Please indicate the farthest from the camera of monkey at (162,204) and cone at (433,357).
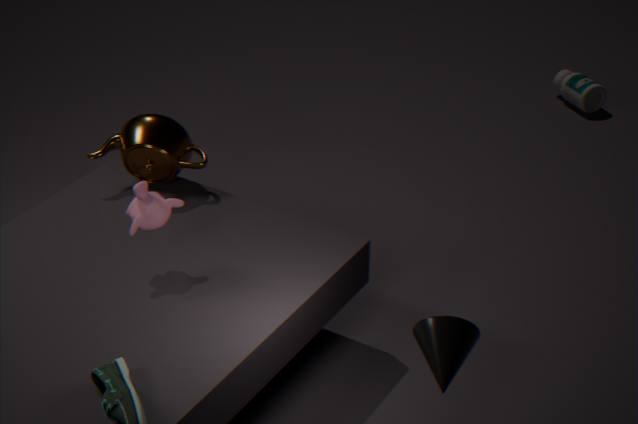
monkey at (162,204)
